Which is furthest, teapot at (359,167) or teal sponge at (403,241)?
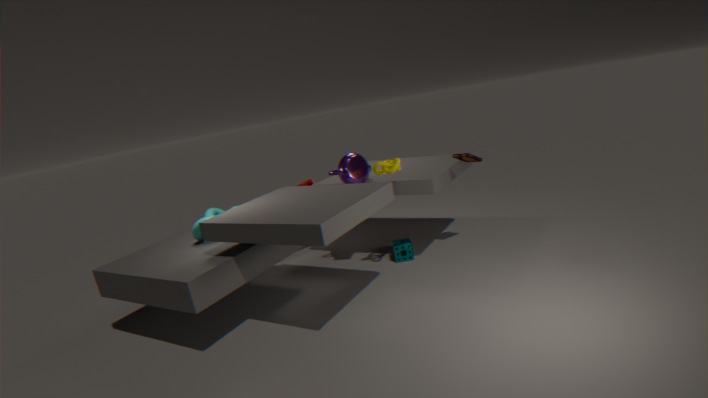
teal sponge at (403,241)
